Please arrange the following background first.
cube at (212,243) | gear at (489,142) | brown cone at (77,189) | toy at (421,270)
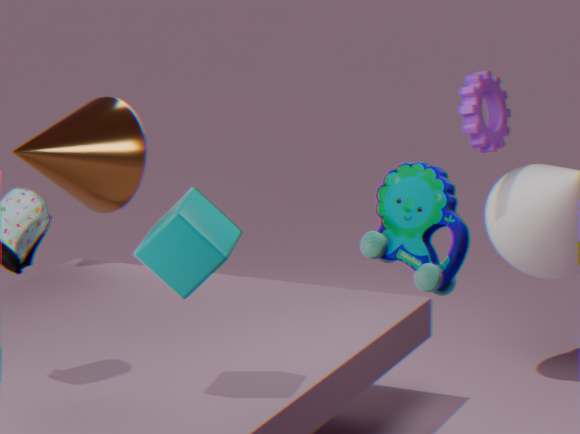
brown cone at (77,189), gear at (489,142), toy at (421,270), cube at (212,243)
